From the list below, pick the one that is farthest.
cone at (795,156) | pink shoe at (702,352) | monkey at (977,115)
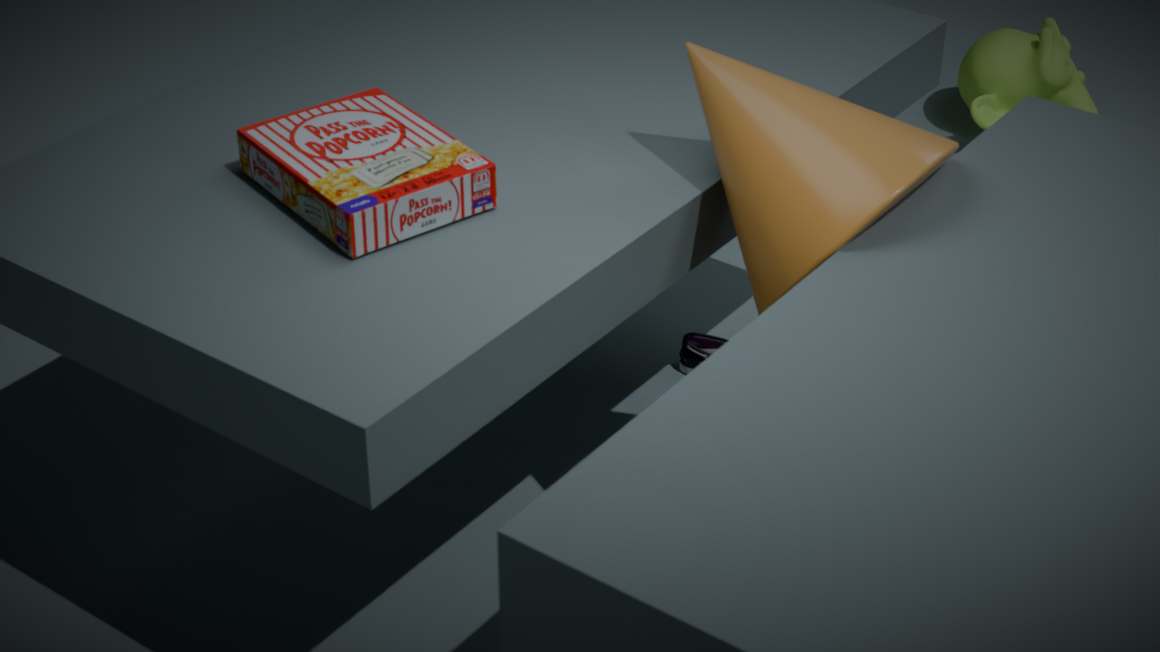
monkey at (977,115)
